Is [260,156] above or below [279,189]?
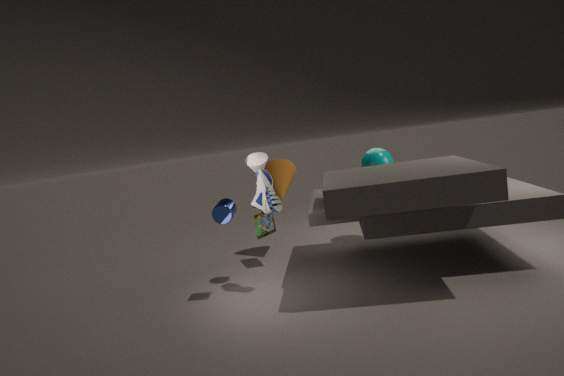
above
